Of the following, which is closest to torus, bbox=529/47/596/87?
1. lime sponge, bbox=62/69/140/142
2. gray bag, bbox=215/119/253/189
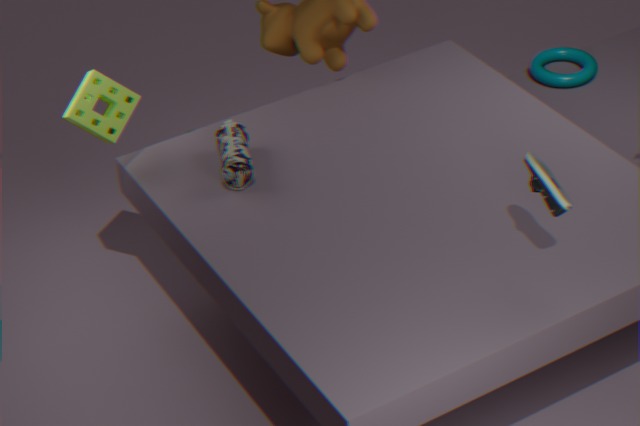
gray bag, bbox=215/119/253/189
